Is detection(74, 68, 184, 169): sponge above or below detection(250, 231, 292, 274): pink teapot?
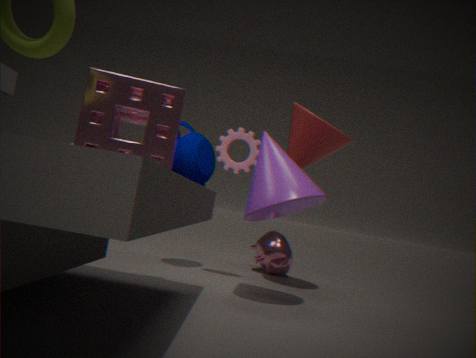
above
